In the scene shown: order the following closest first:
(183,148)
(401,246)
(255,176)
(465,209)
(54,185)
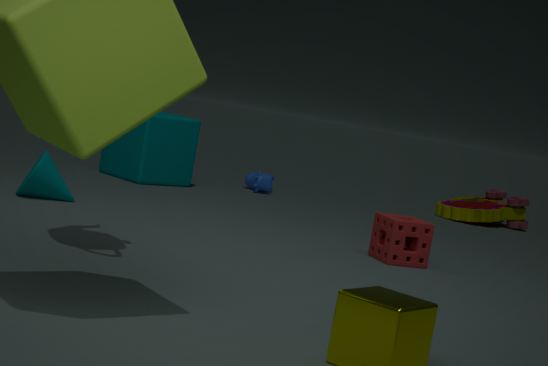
(401,246)
(54,185)
(183,148)
(255,176)
(465,209)
